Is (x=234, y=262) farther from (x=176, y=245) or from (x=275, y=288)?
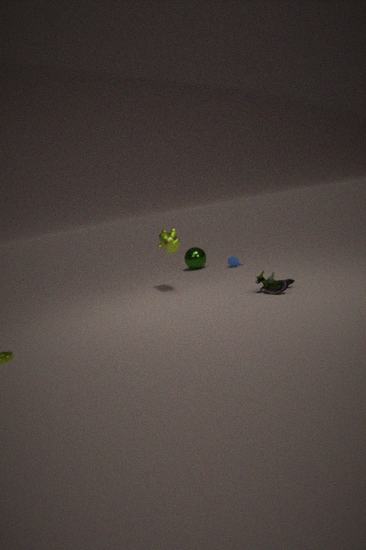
(x=275, y=288)
